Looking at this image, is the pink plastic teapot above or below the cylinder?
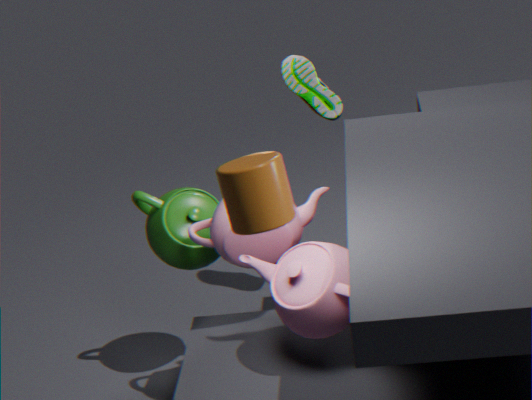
below
